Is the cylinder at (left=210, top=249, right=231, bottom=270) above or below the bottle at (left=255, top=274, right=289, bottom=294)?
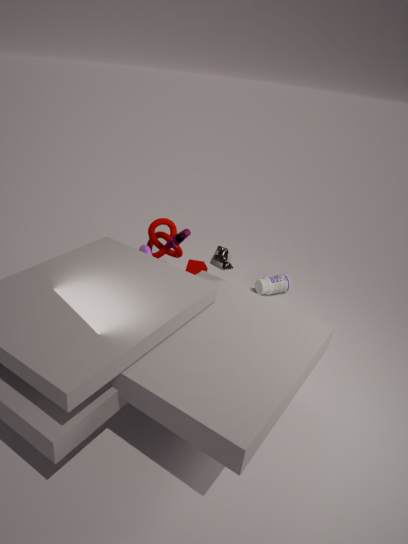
above
